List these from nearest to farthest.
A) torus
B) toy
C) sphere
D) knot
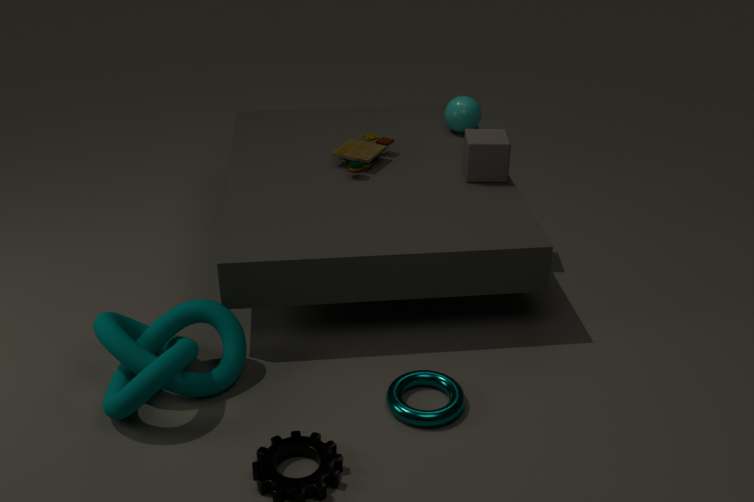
knot, torus, toy, sphere
